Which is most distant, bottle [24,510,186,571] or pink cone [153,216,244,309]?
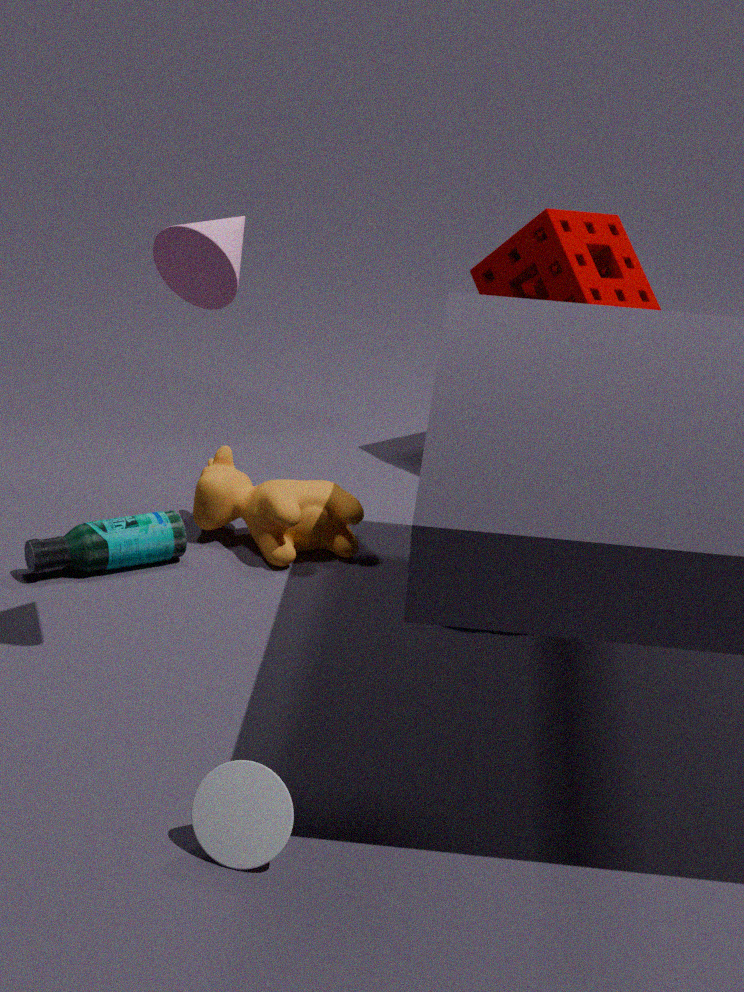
bottle [24,510,186,571]
